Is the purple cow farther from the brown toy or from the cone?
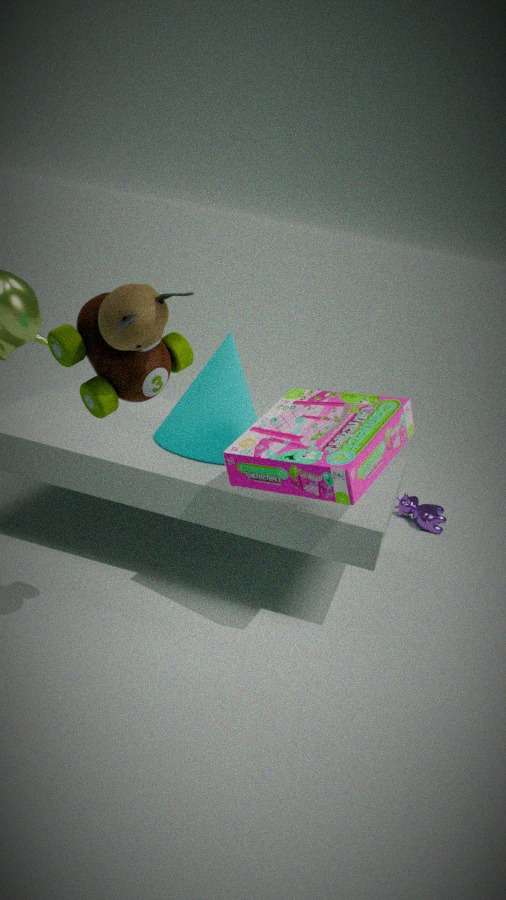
the brown toy
